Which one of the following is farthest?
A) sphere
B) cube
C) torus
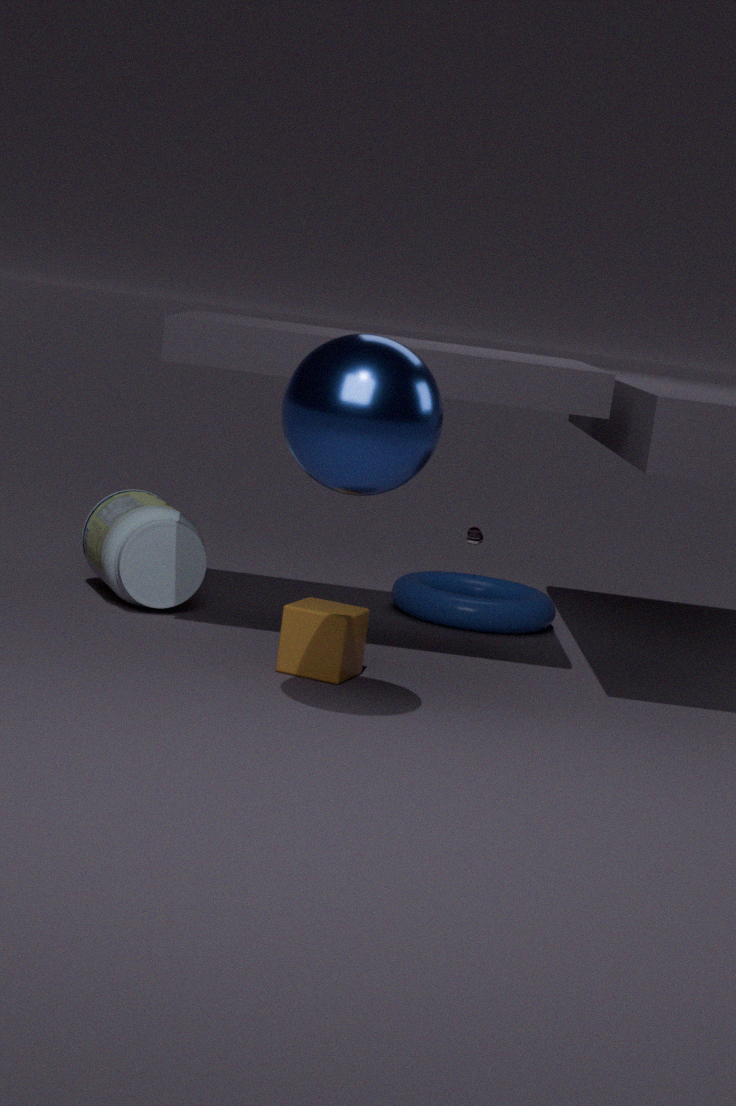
torus
